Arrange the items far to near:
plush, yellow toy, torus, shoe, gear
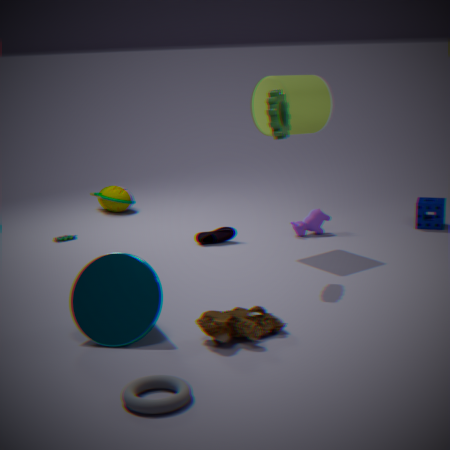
yellow toy < shoe < gear < plush < torus
